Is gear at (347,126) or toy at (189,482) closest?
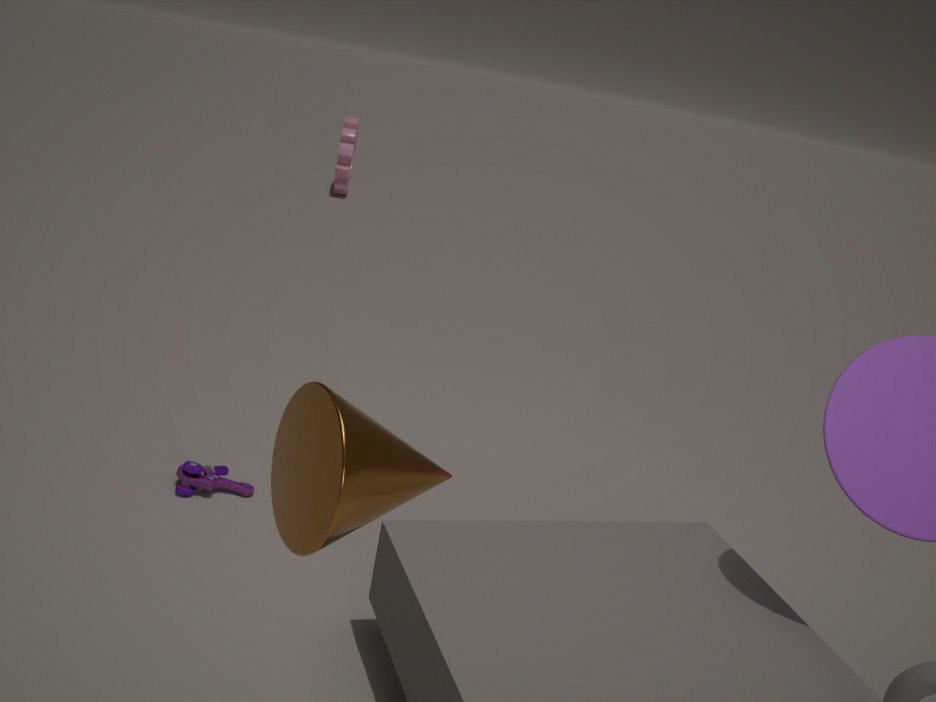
toy at (189,482)
